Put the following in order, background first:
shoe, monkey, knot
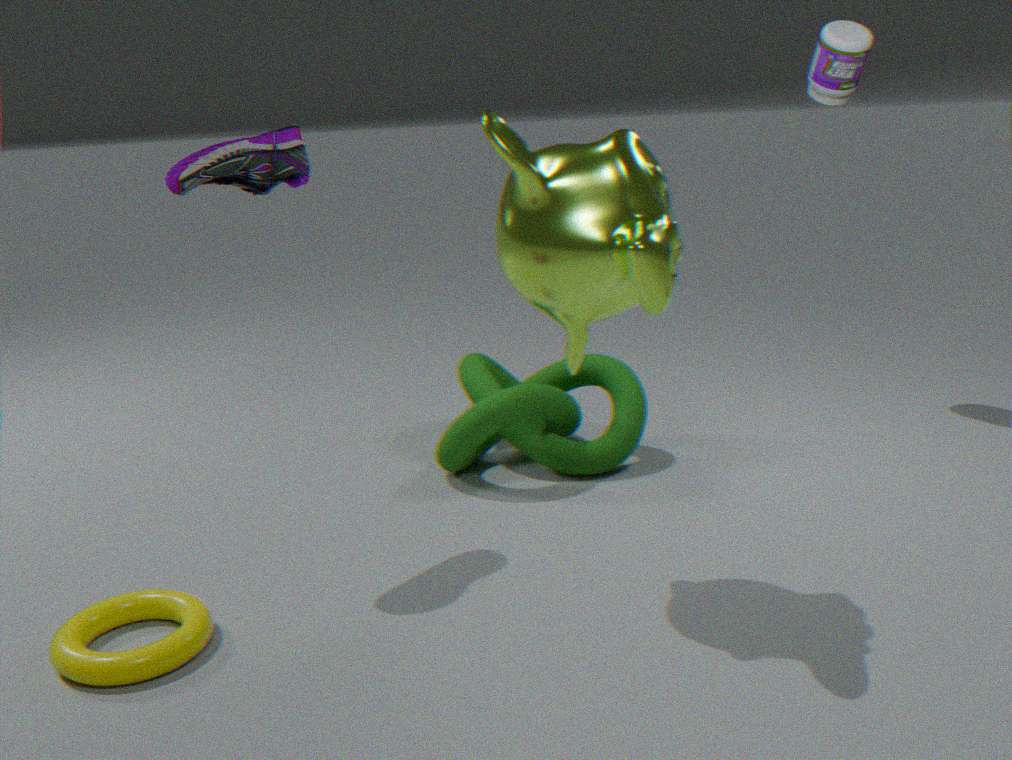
knot → shoe → monkey
